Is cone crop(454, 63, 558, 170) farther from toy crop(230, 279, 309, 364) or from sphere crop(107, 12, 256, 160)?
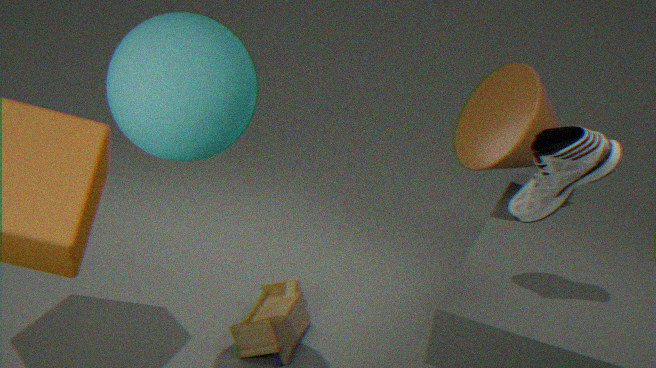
sphere crop(107, 12, 256, 160)
